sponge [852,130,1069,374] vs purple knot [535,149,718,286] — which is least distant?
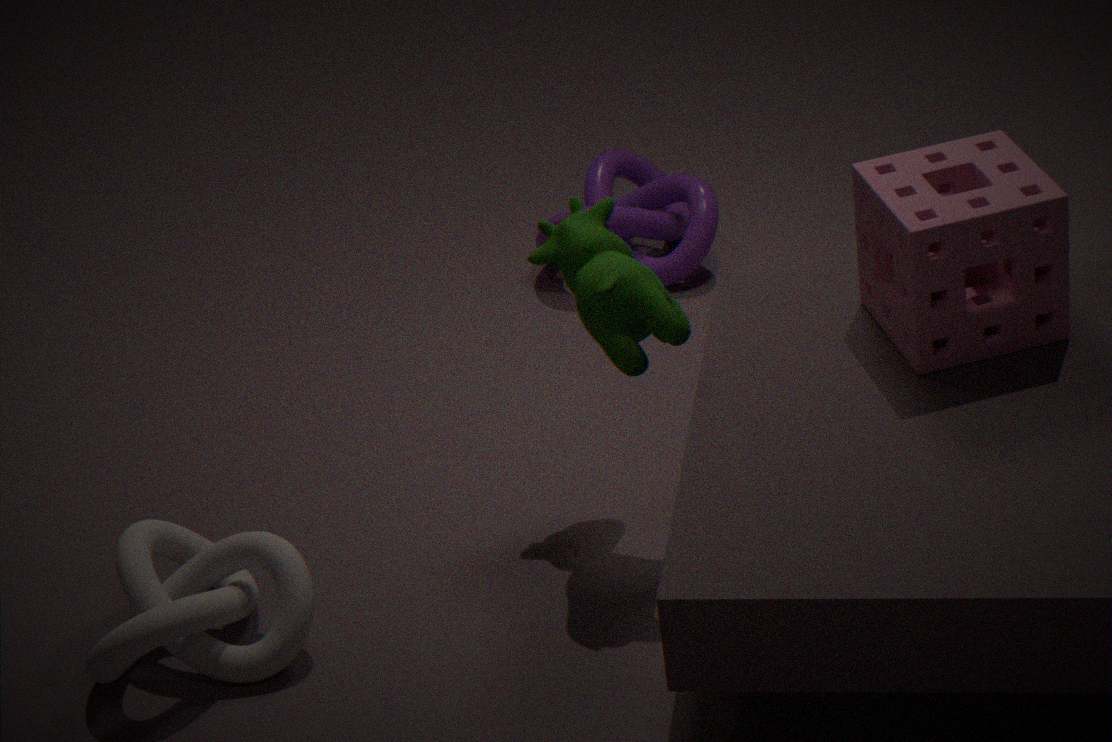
sponge [852,130,1069,374]
